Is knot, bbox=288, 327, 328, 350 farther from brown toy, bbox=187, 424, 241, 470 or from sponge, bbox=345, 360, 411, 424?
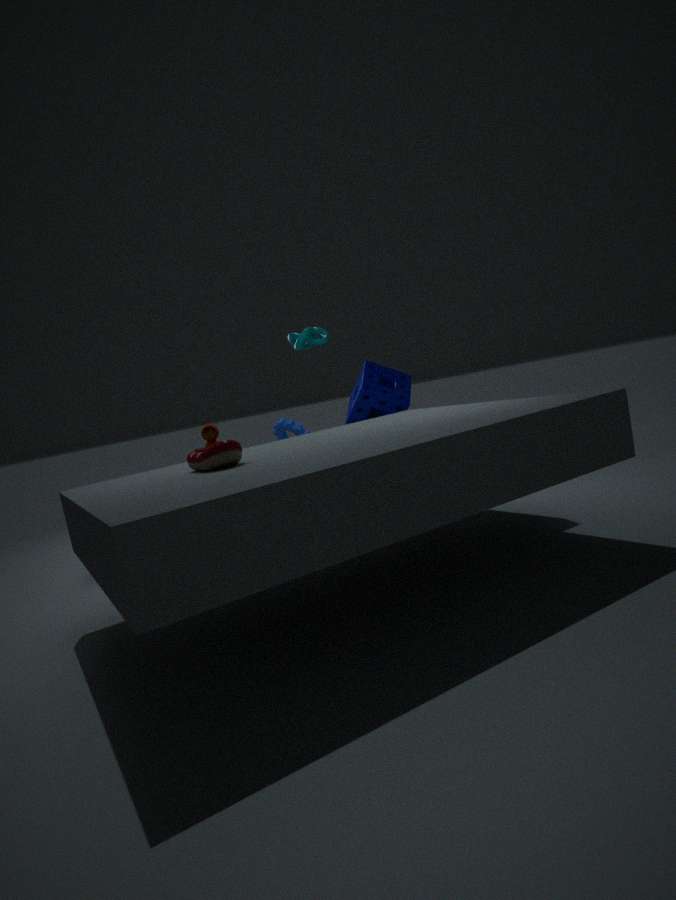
brown toy, bbox=187, 424, 241, 470
